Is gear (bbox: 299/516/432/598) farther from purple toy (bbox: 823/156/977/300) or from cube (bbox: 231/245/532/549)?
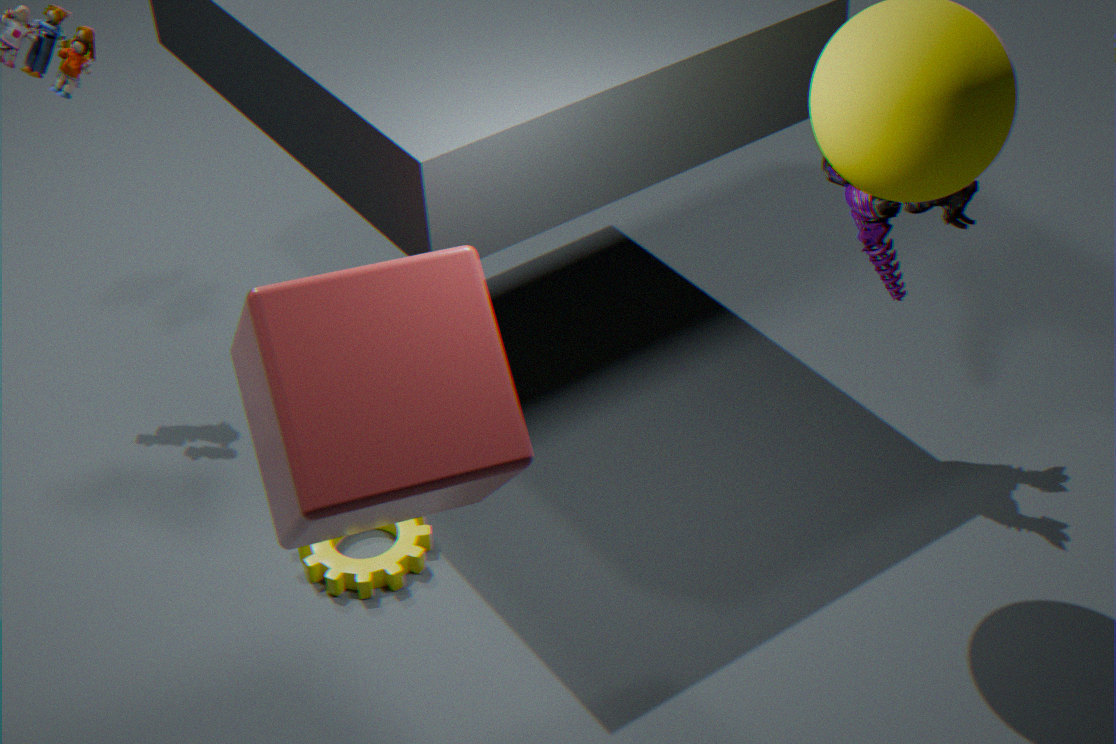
purple toy (bbox: 823/156/977/300)
